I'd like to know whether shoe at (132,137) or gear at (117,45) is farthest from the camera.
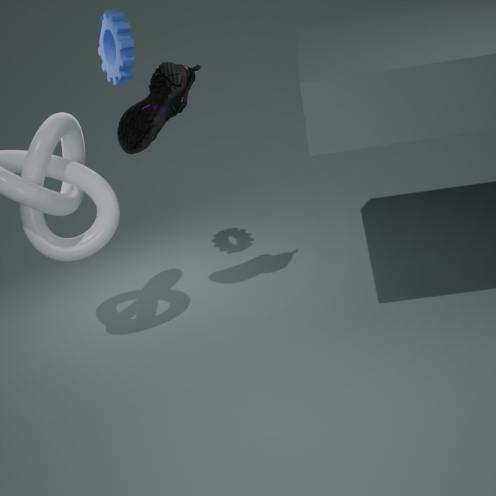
gear at (117,45)
